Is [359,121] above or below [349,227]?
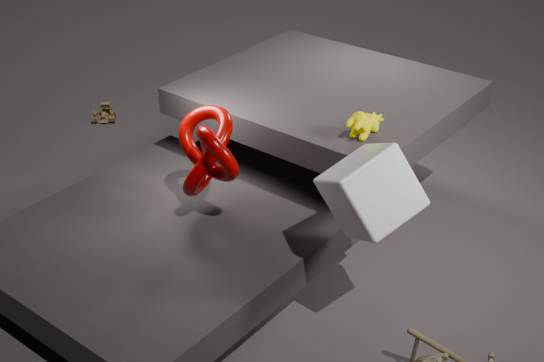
above
